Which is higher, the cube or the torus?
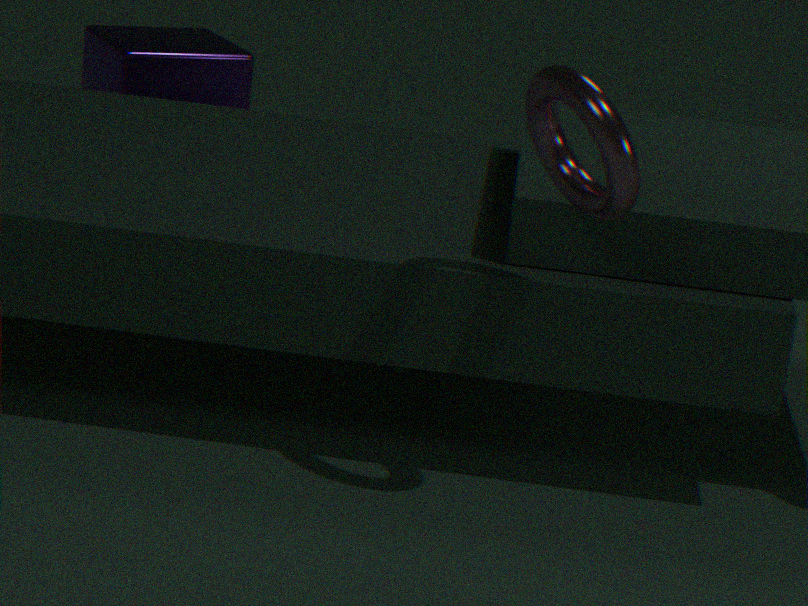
the torus
